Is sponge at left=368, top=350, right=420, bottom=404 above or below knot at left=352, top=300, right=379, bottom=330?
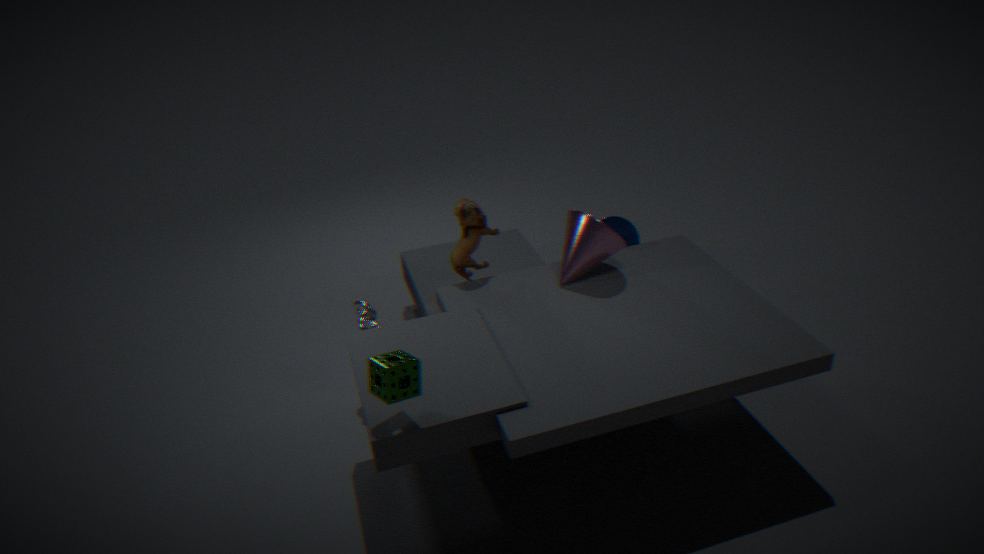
above
